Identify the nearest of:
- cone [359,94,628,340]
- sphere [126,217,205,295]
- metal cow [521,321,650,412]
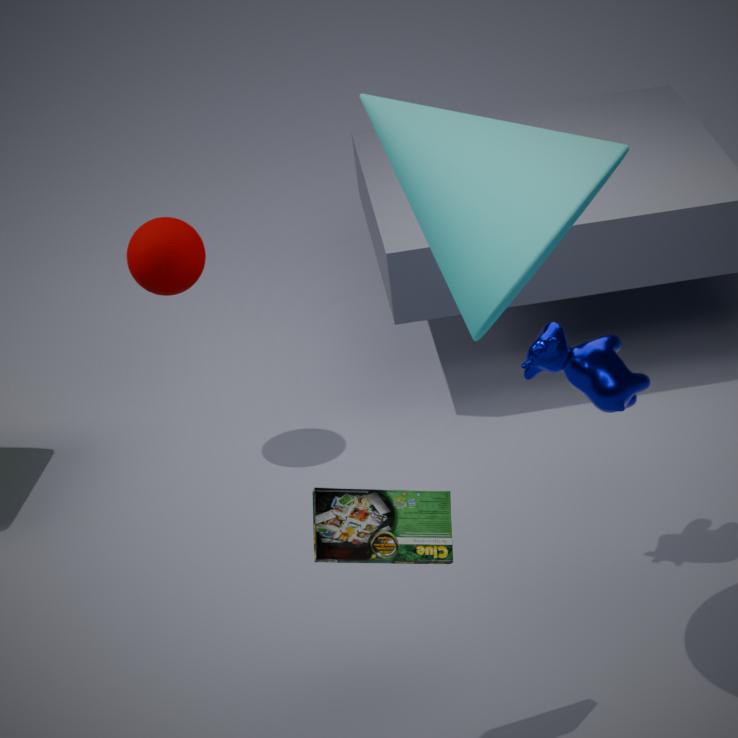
cone [359,94,628,340]
